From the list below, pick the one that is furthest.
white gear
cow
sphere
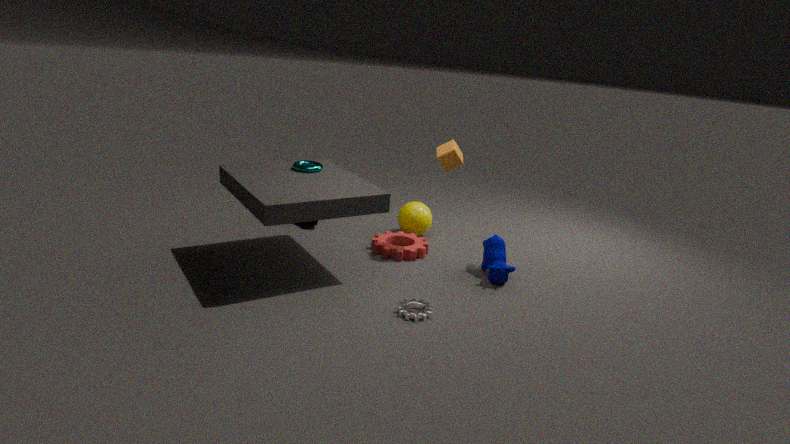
sphere
